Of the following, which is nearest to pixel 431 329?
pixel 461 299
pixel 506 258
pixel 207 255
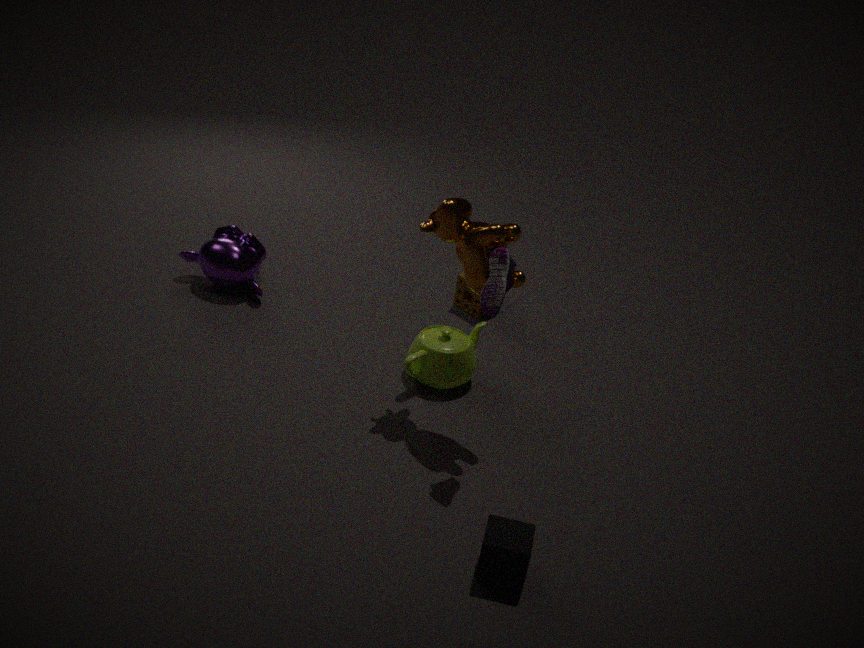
pixel 461 299
